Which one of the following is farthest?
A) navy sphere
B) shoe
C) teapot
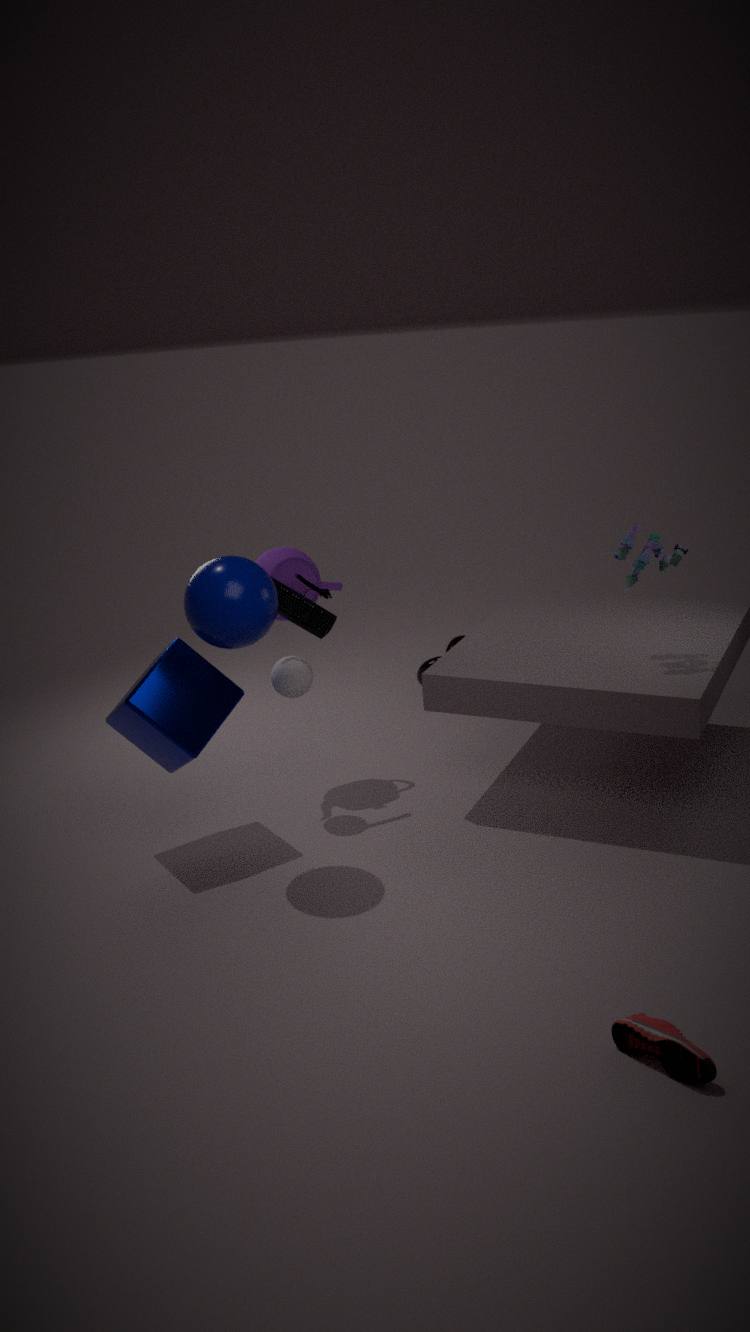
teapot
